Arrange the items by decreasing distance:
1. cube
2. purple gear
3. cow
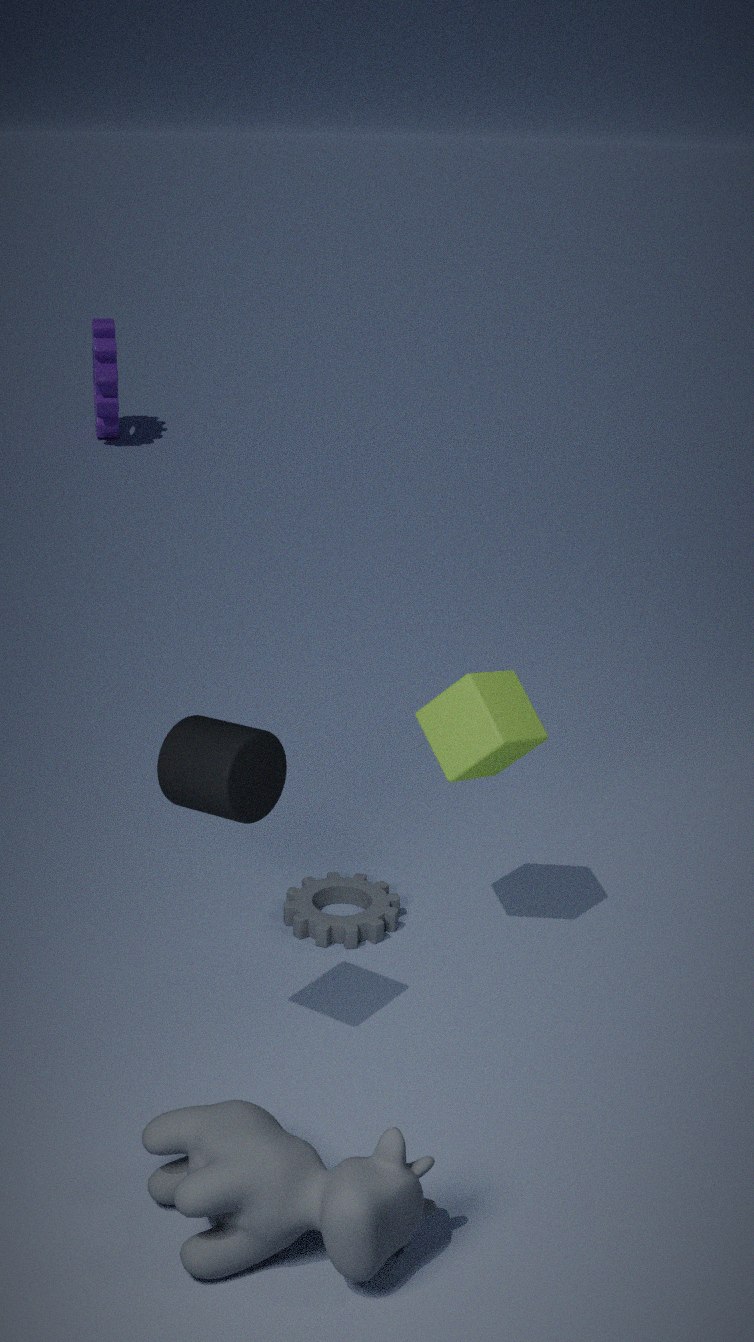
purple gear < cube < cow
